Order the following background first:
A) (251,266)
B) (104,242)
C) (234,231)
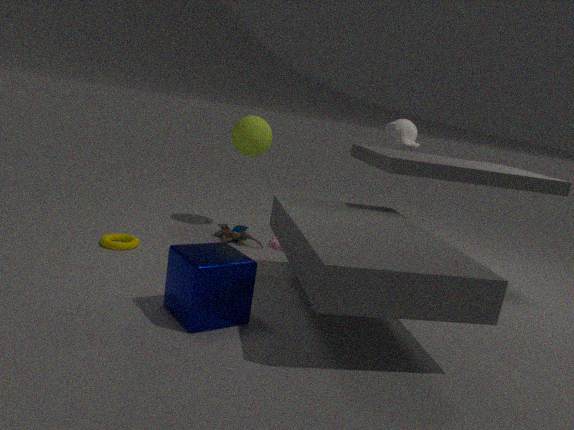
(234,231)
(104,242)
(251,266)
